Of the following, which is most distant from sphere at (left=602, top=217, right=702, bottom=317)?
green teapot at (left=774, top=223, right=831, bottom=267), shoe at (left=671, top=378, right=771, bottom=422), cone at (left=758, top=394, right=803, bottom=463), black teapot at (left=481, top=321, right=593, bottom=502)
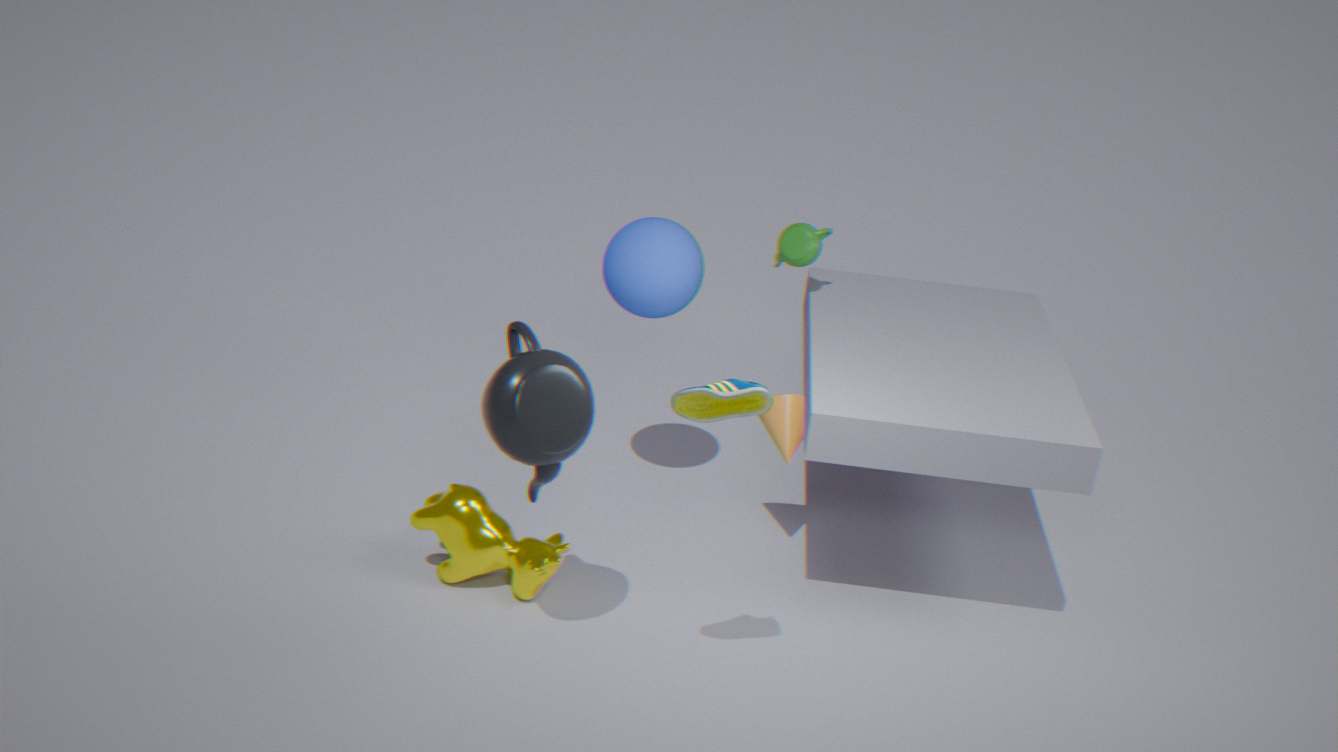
shoe at (left=671, top=378, right=771, bottom=422)
